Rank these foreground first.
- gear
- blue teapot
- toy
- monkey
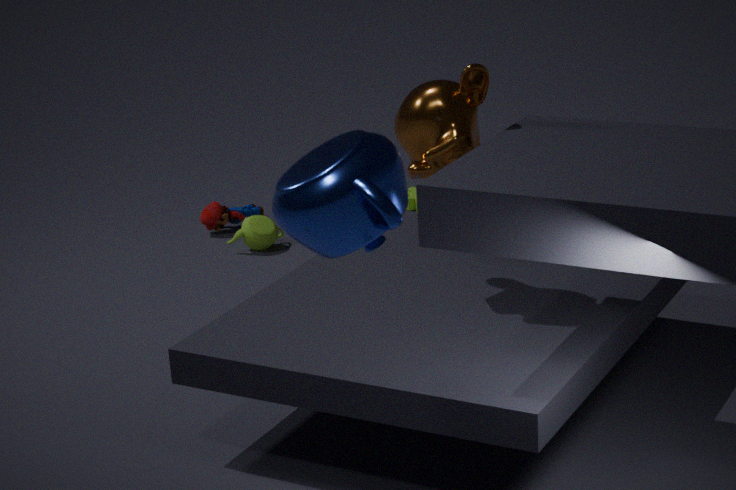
blue teapot
monkey
gear
toy
